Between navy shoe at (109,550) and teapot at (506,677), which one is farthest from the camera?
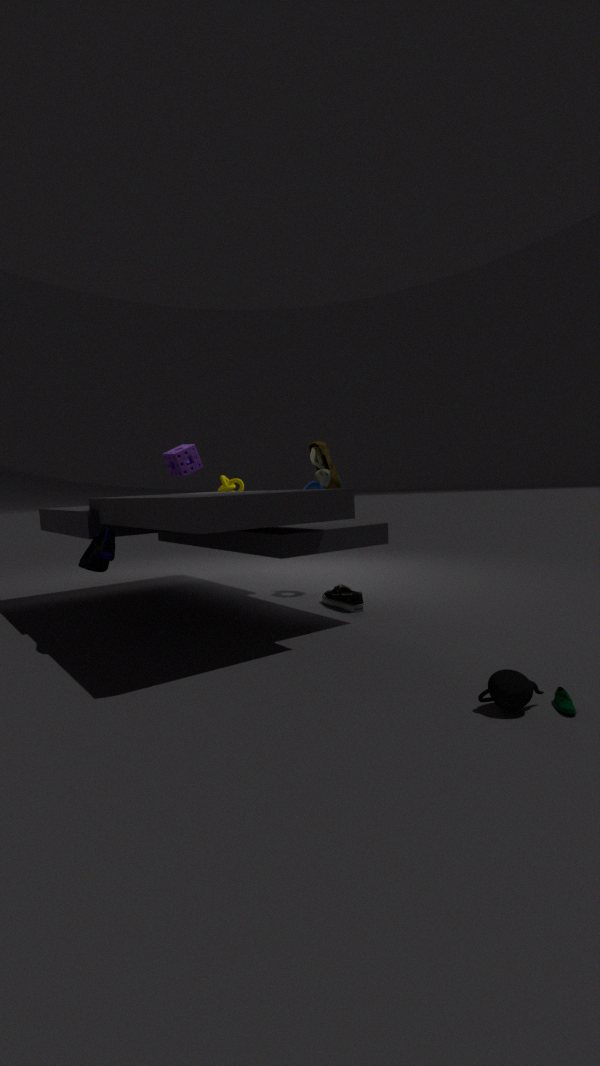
navy shoe at (109,550)
